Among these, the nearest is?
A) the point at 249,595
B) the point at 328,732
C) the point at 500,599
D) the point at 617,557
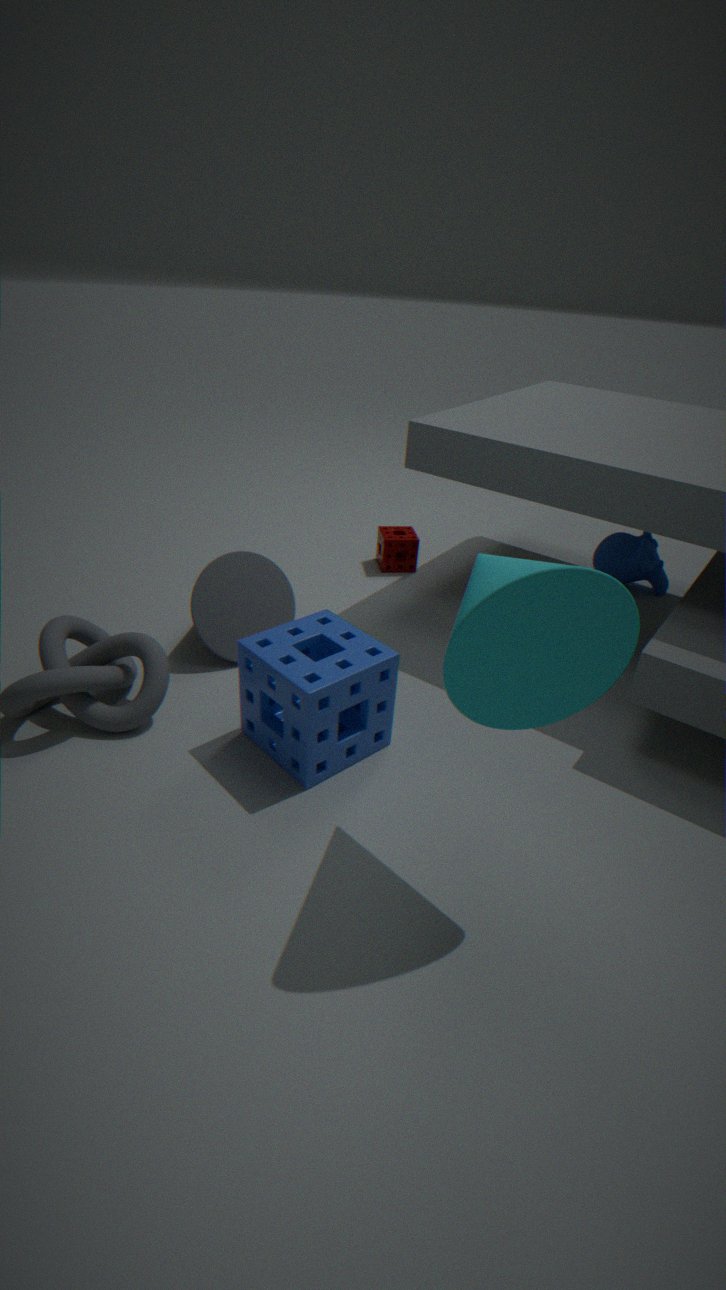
the point at 500,599
